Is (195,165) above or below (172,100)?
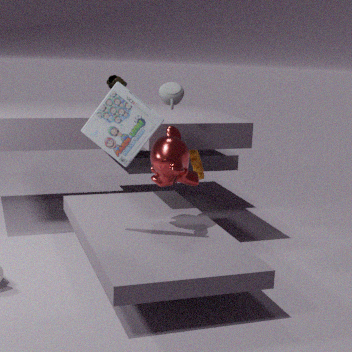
below
